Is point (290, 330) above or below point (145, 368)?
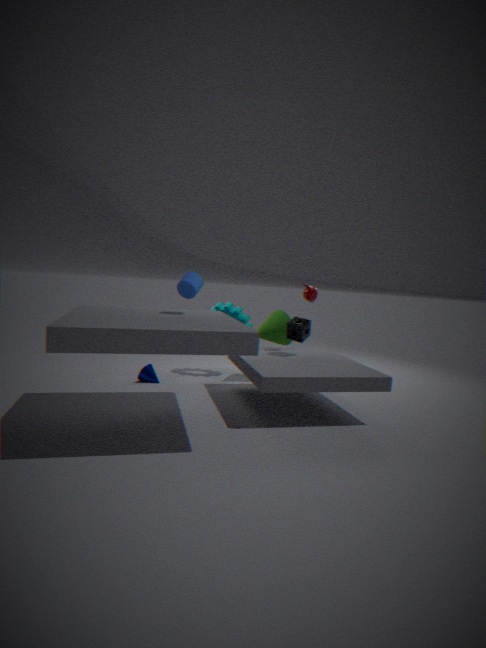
above
